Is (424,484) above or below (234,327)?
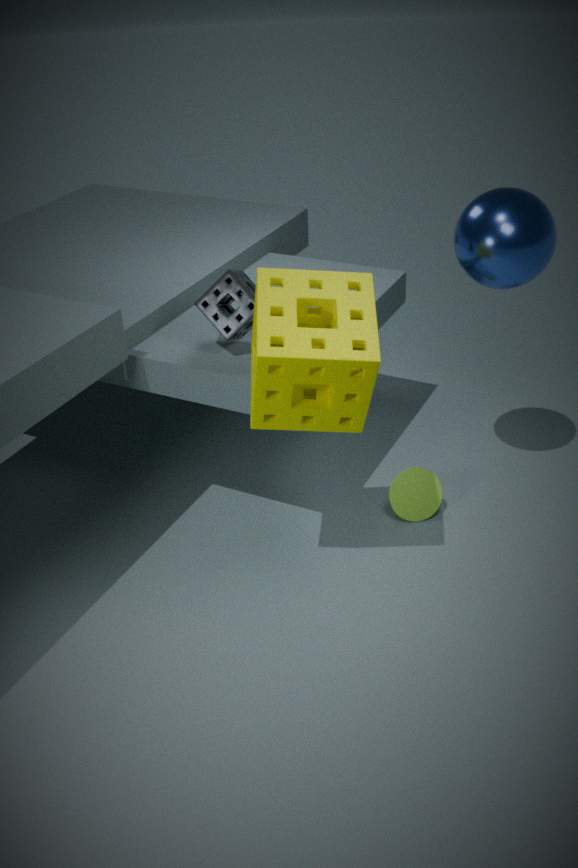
below
